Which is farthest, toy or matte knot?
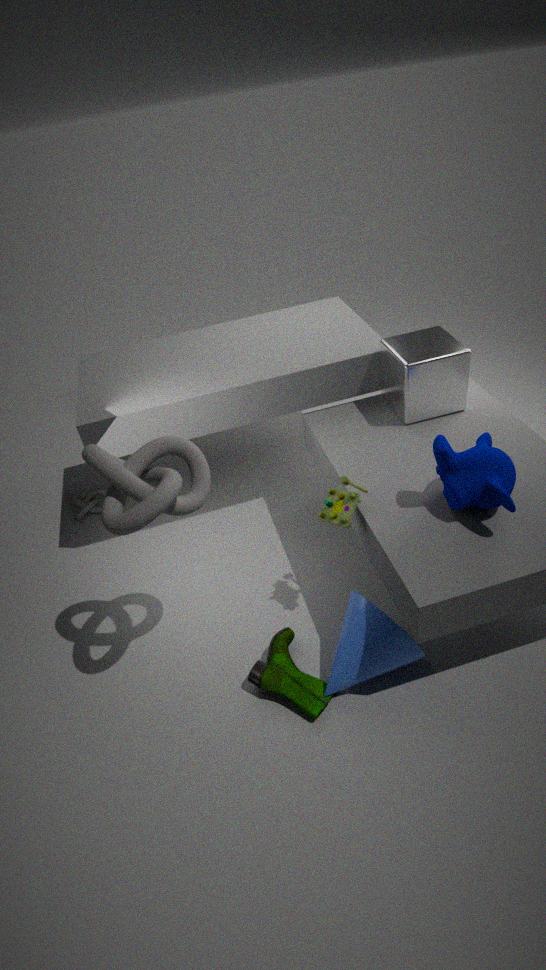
toy
